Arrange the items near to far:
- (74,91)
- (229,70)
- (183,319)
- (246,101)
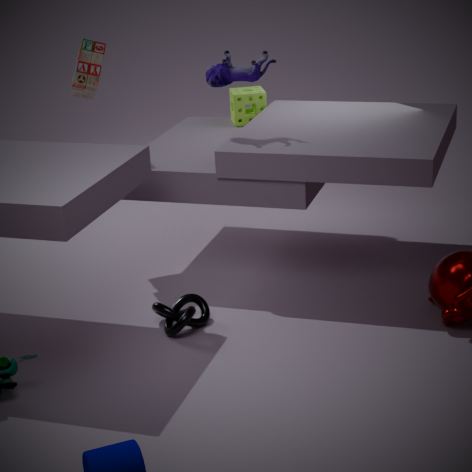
(183,319) → (229,70) → (74,91) → (246,101)
